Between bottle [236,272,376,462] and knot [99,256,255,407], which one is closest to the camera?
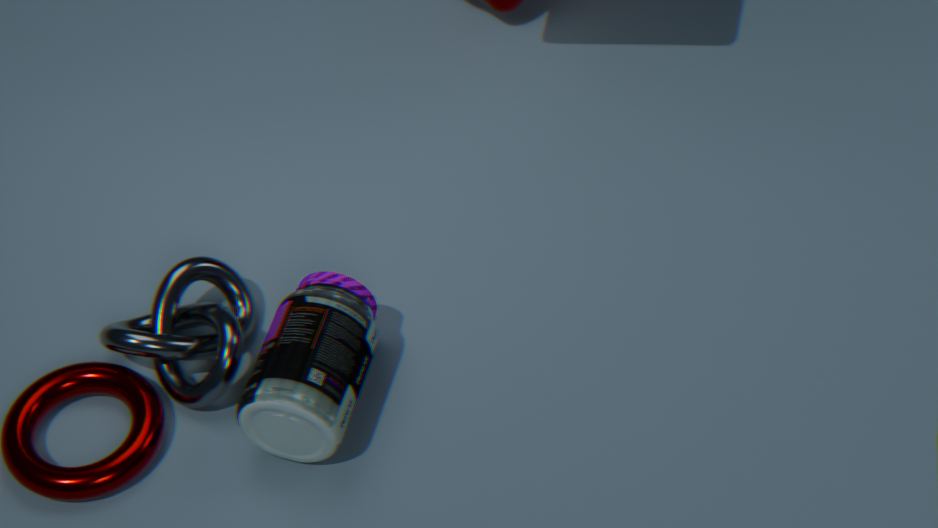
bottle [236,272,376,462]
